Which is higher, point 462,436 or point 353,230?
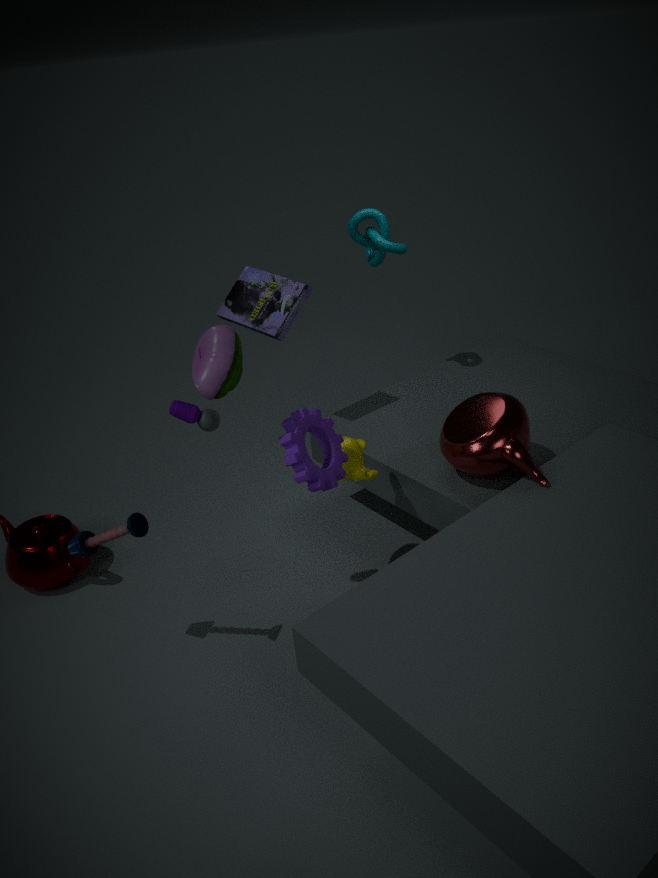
point 353,230
